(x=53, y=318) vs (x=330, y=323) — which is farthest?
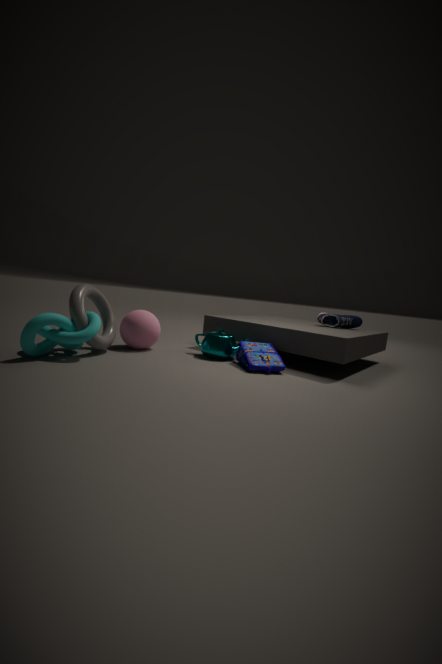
(x=330, y=323)
